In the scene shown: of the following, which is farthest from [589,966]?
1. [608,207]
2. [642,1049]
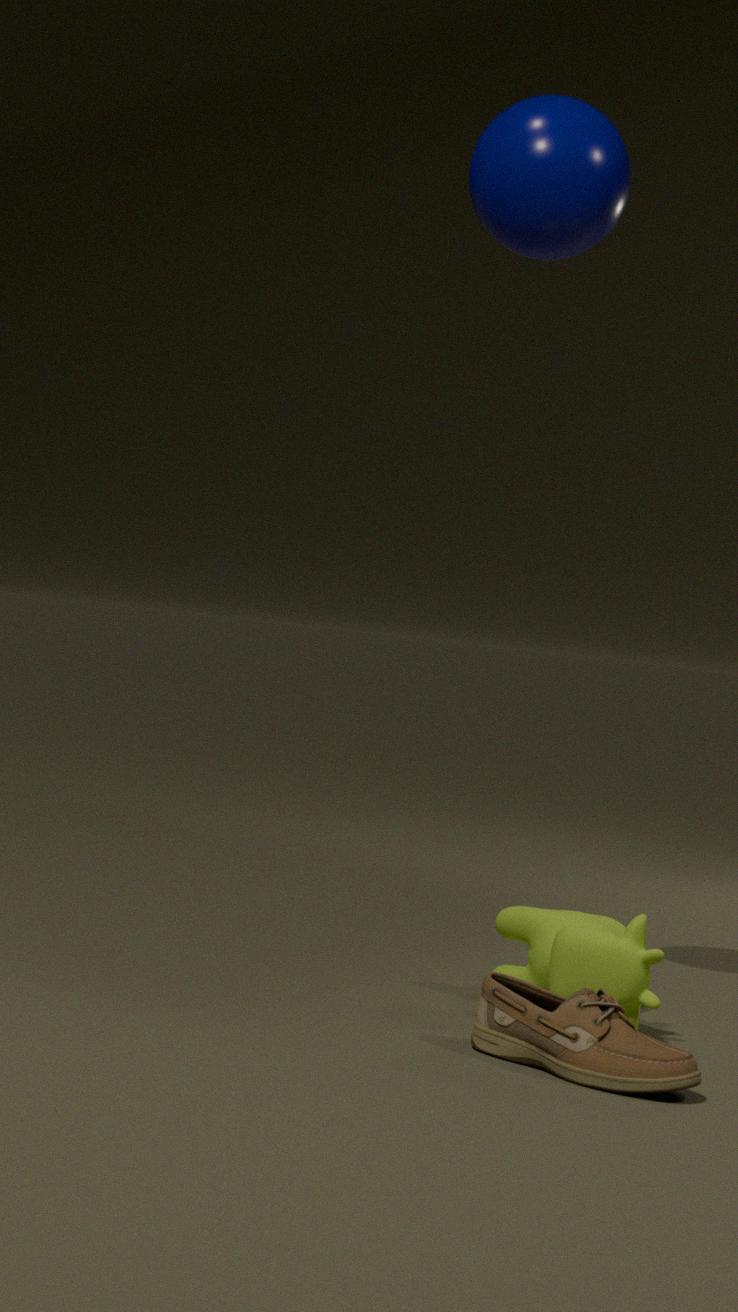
[608,207]
